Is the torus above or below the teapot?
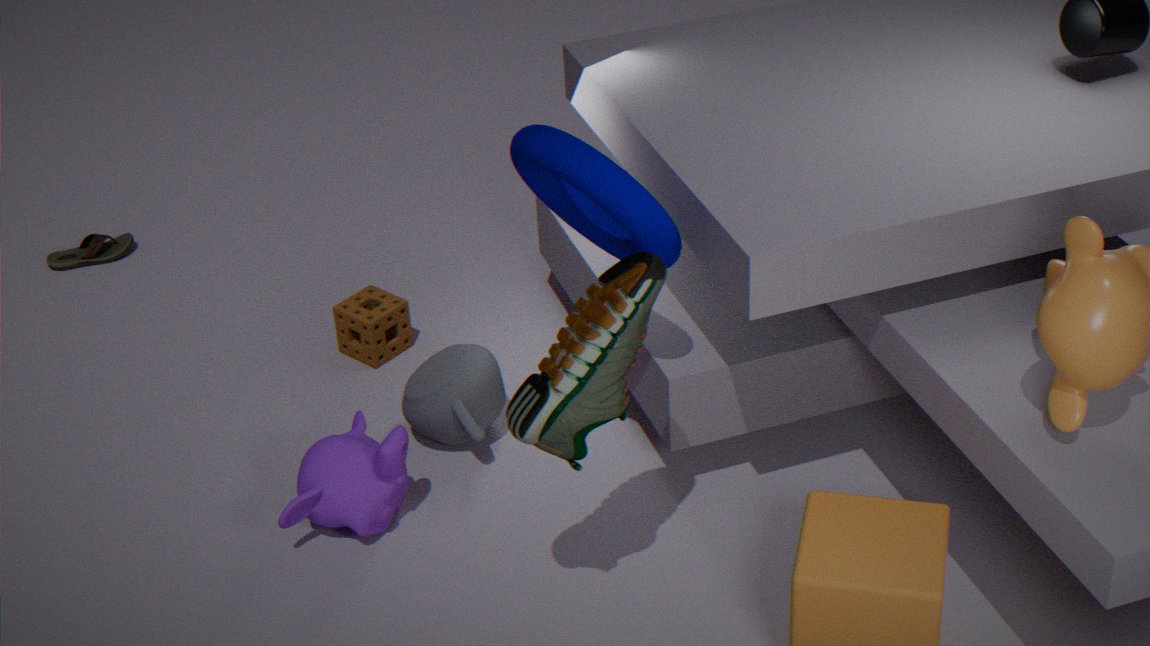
above
